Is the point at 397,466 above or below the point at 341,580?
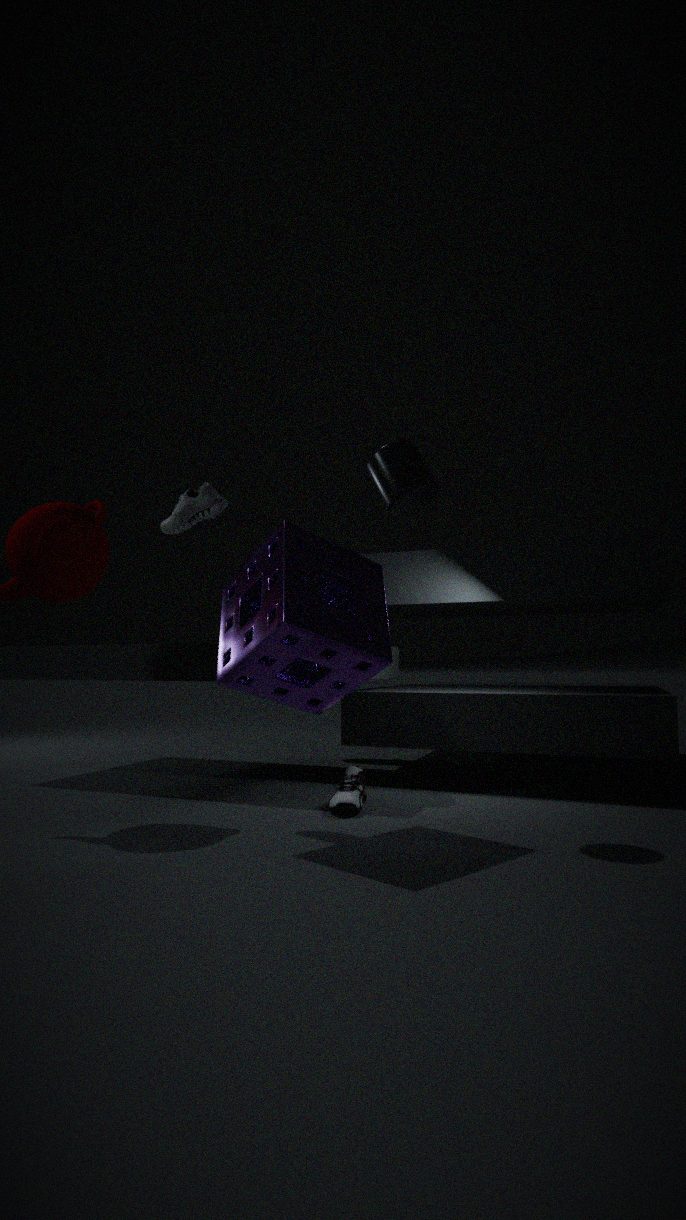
above
